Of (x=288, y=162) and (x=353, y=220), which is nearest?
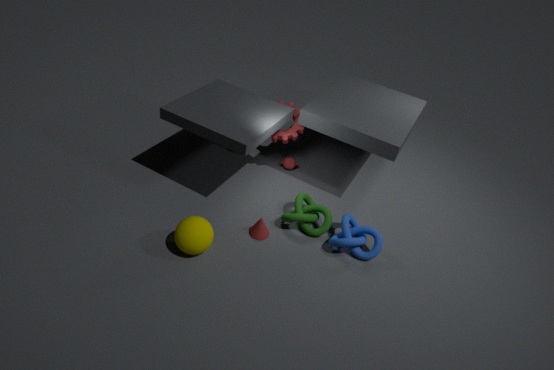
(x=353, y=220)
